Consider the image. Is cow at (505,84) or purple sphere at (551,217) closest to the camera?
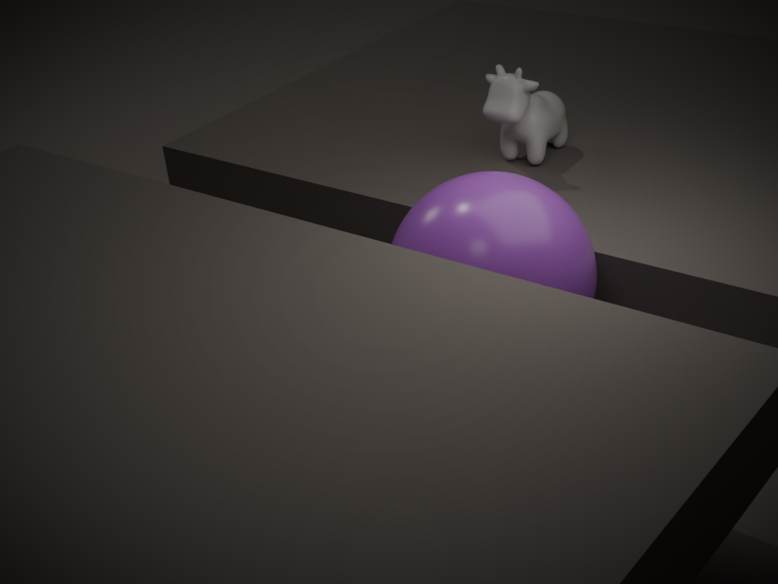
purple sphere at (551,217)
